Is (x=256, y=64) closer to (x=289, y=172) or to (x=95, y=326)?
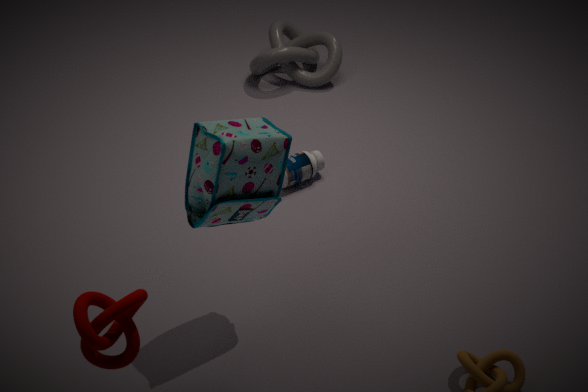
(x=289, y=172)
